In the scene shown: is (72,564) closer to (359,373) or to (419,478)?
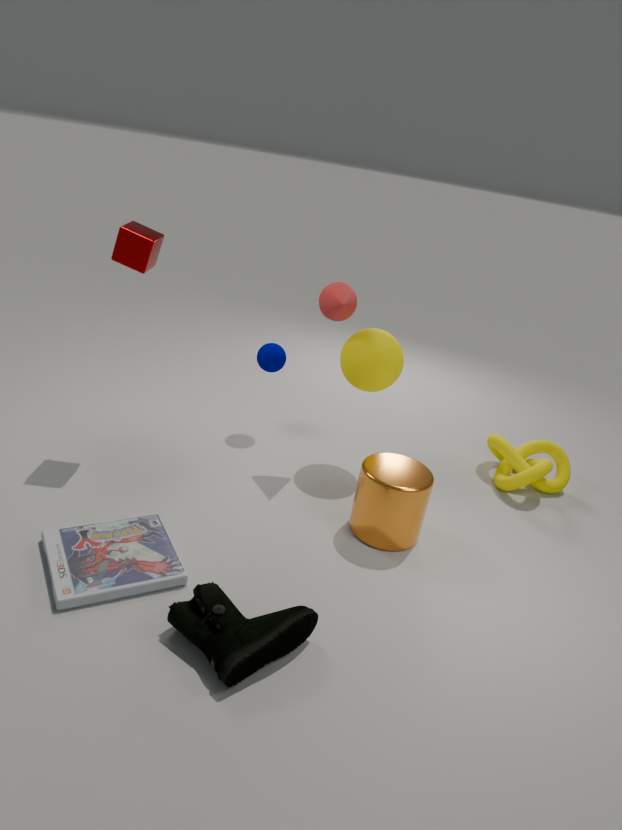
(419,478)
